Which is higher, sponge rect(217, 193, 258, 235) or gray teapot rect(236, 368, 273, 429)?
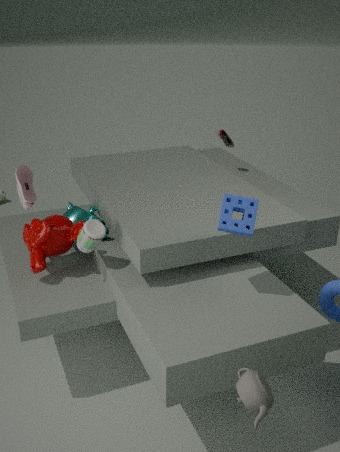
sponge rect(217, 193, 258, 235)
